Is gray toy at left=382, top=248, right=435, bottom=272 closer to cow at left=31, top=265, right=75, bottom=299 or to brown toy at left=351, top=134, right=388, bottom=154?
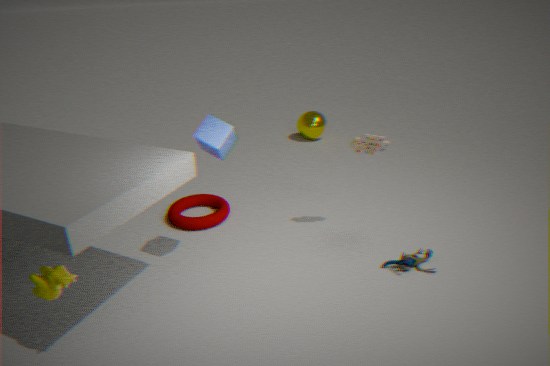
brown toy at left=351, top=134, right=388, bottom=154
